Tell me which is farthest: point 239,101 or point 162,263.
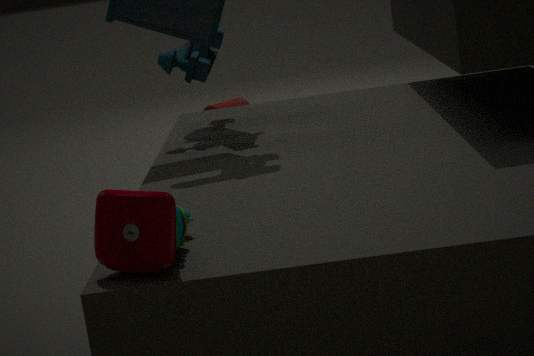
point 239,101
